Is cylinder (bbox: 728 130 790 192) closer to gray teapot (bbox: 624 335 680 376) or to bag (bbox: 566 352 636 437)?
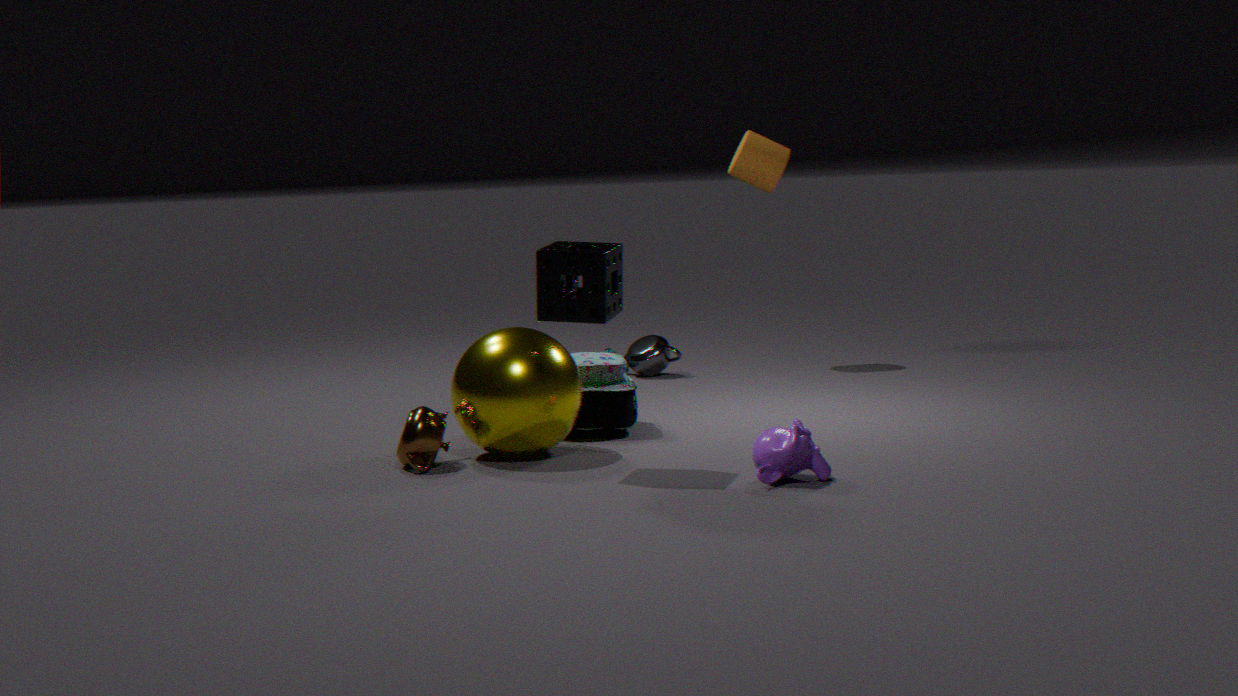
gray teapot (bbox: 624 335 680 376)
